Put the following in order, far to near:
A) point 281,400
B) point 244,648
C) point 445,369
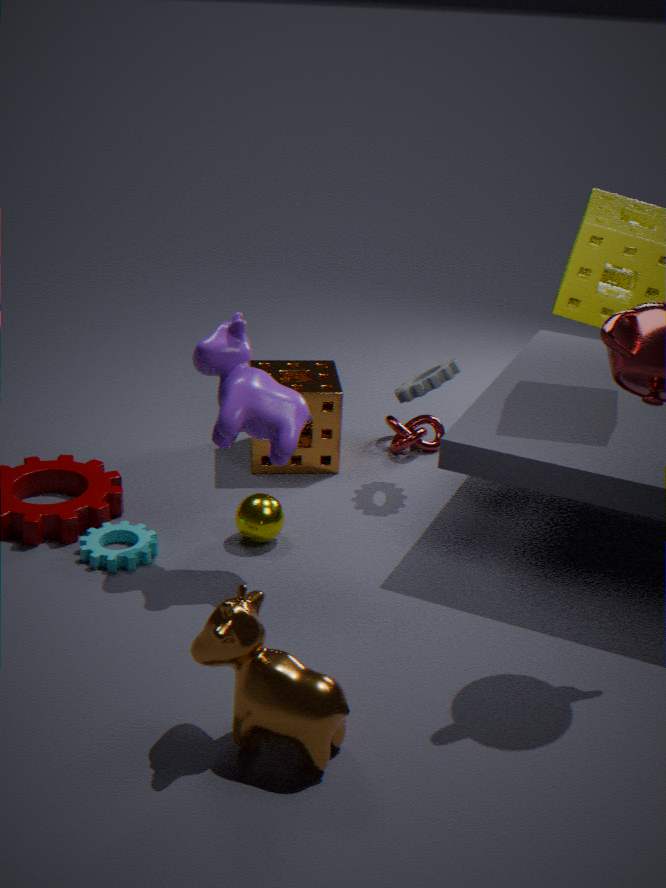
point 445,369 → point 281,400 → point 244,648
